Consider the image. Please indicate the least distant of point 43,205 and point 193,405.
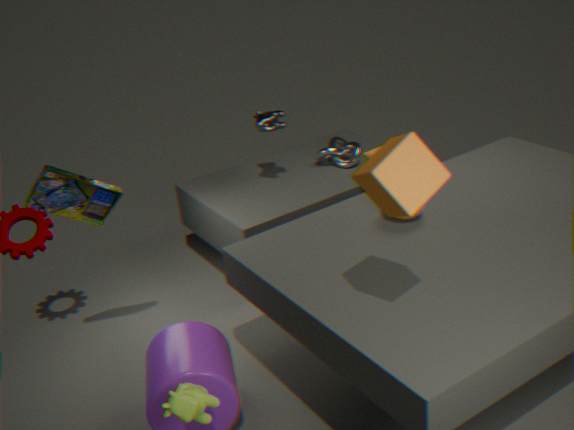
point 193,405
